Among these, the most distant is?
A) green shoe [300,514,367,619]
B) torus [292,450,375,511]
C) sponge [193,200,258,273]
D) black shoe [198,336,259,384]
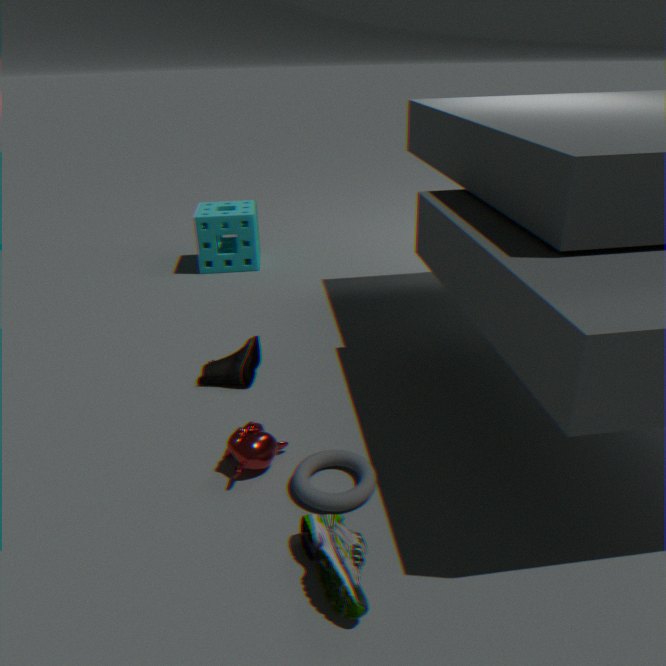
sponge [193,200,258,273]
